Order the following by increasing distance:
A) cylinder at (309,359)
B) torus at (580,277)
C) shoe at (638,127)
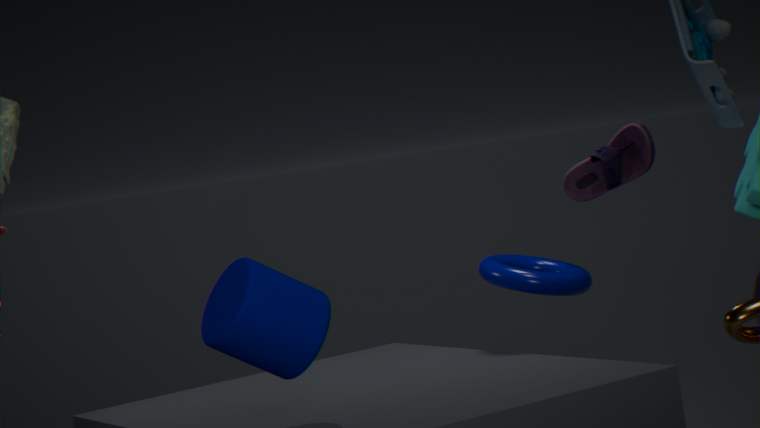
cylinder at (309,359)
shoe at (638,127)
torus at (580,277)
